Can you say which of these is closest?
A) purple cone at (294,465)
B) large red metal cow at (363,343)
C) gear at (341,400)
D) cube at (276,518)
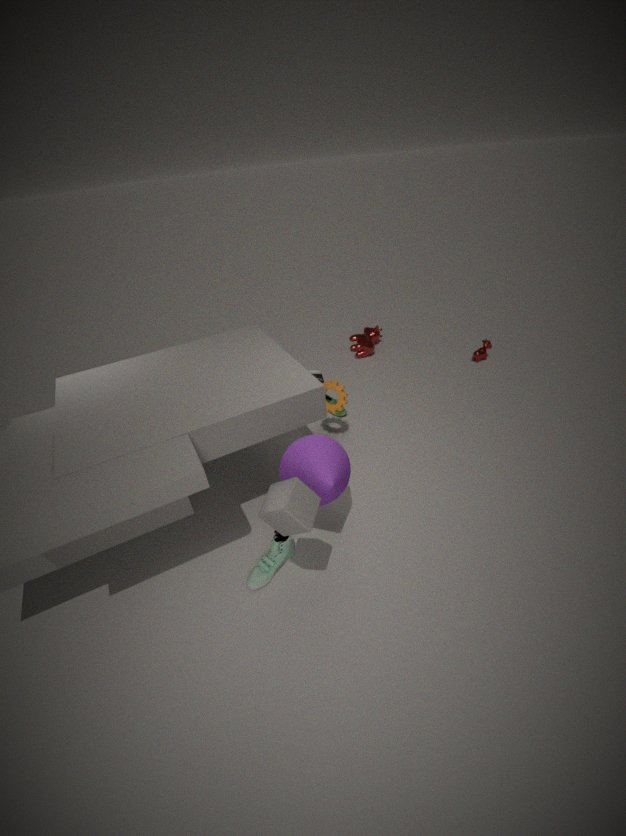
cube at (276,518)
